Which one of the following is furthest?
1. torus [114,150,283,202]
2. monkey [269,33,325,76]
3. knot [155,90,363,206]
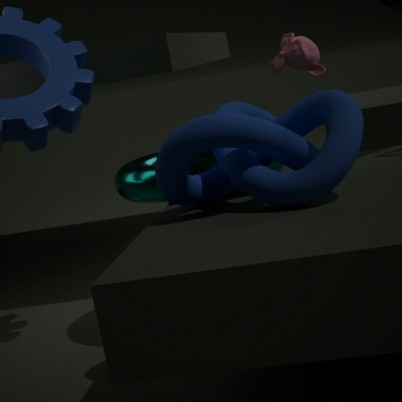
monkey [269,33,325,76]
